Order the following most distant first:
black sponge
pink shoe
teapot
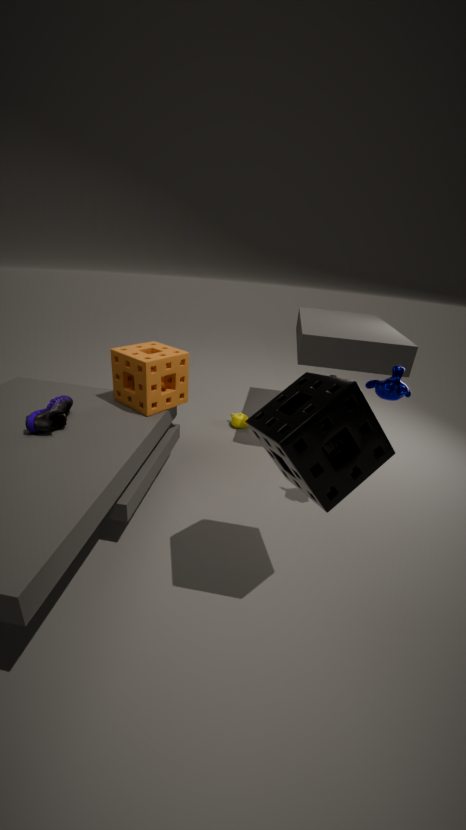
1. teapot
2. pink shoe
3. black sponge
